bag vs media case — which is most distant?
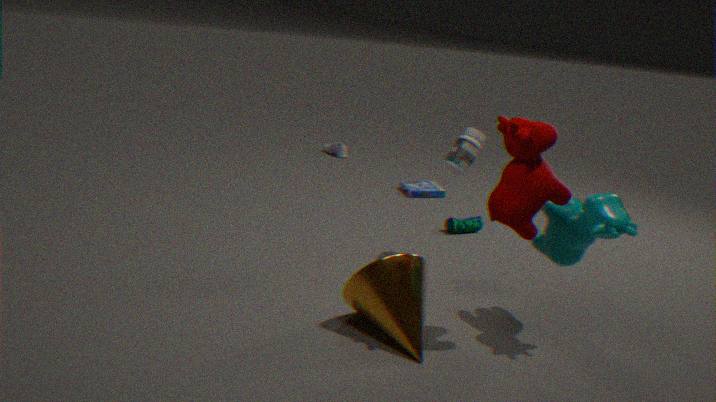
media case
